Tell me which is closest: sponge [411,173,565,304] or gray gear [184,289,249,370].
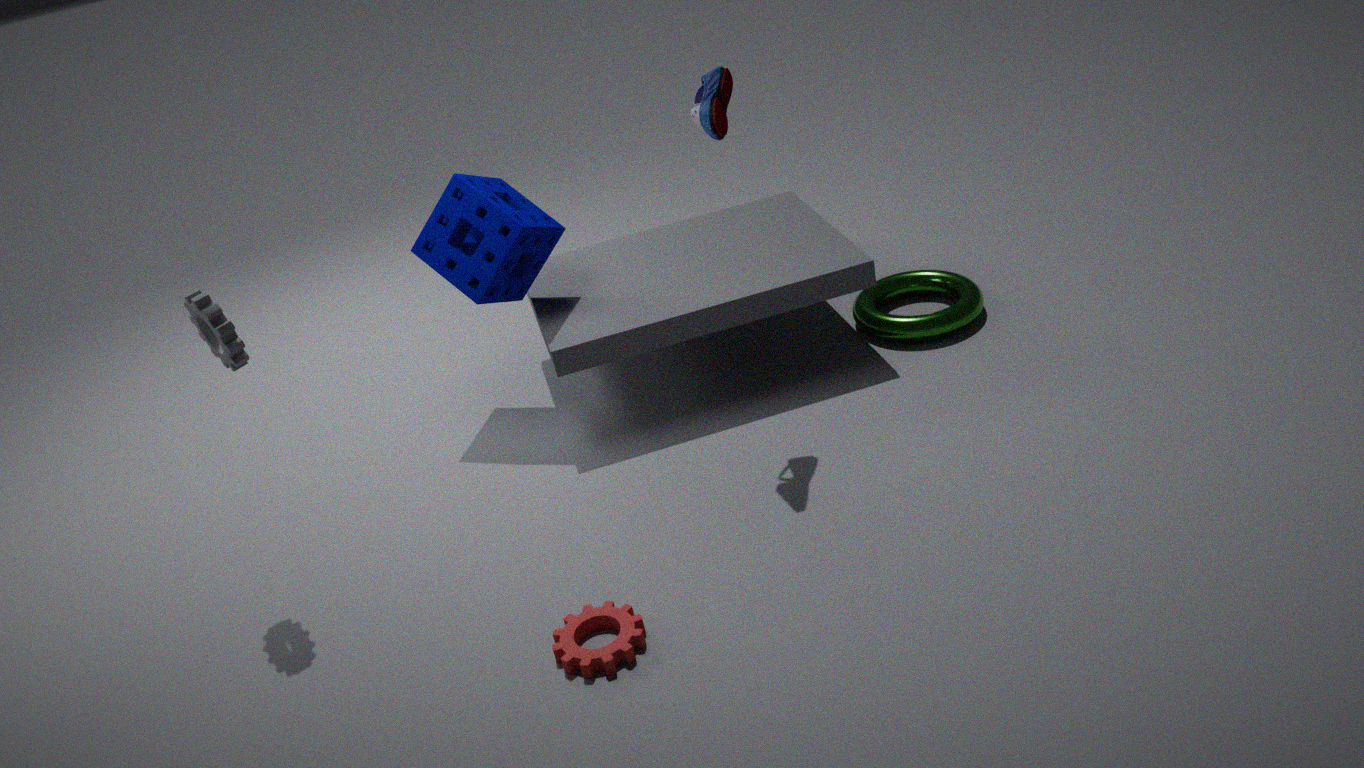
gray gear [184,289,249,370]
